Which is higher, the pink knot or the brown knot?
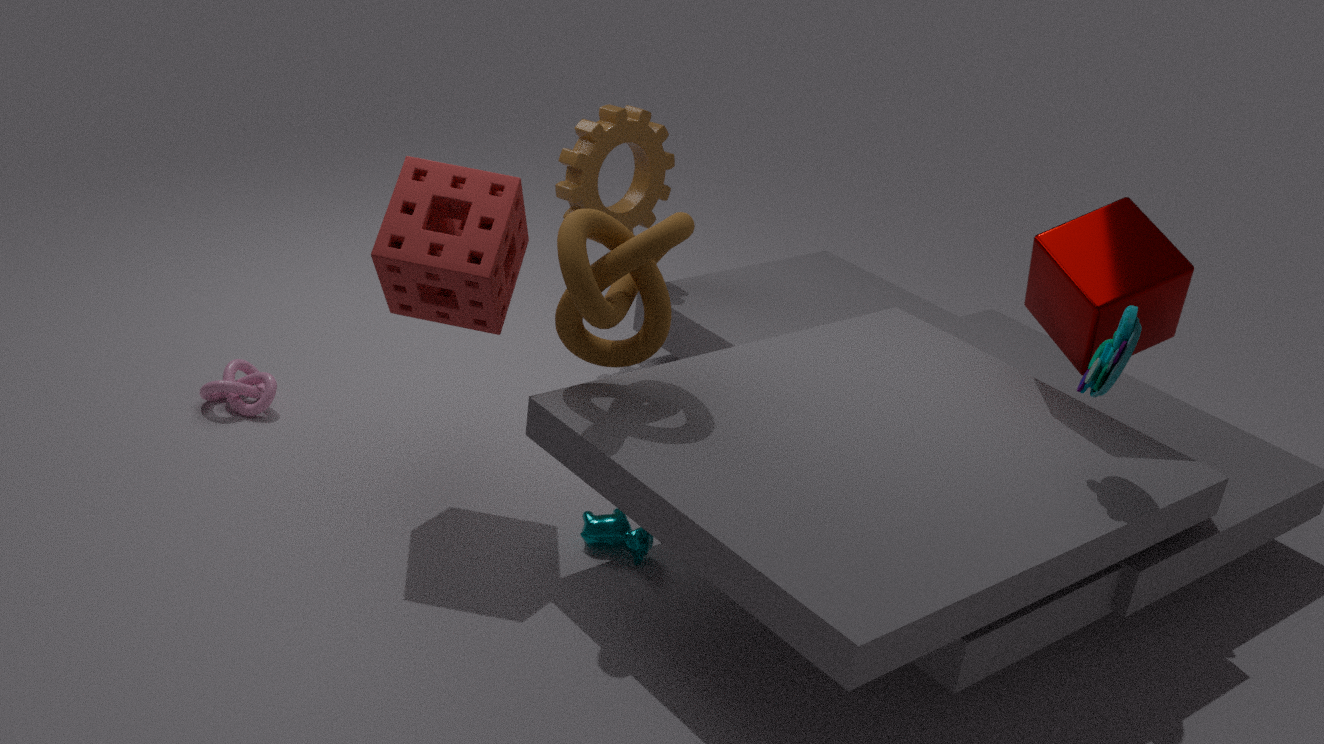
the brown knot
